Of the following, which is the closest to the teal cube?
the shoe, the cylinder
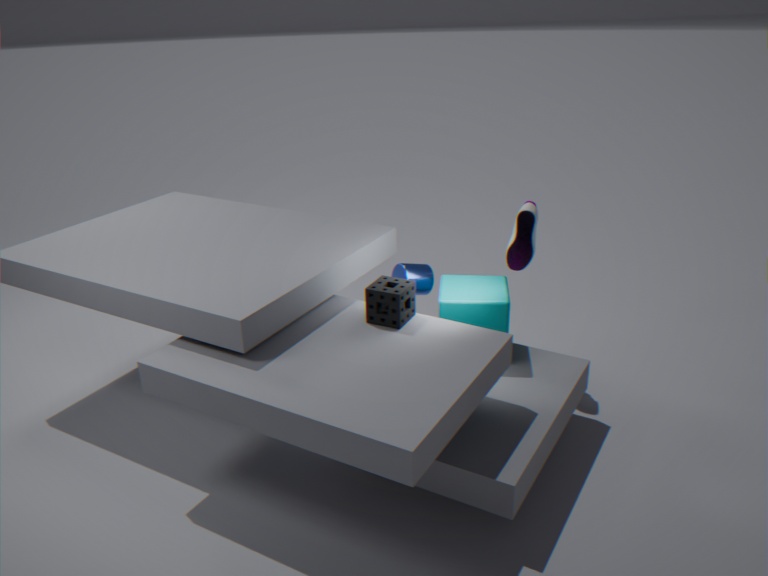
the cylinder
